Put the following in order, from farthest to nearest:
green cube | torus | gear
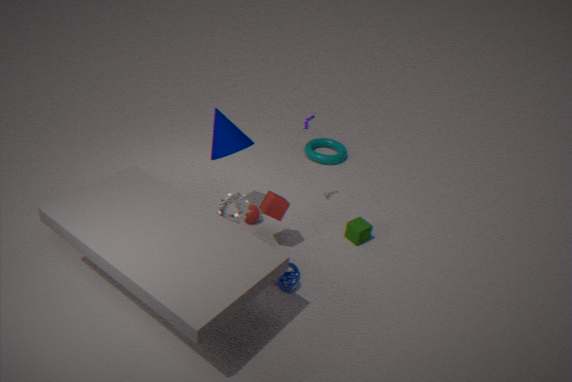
torus → green cube → gear
